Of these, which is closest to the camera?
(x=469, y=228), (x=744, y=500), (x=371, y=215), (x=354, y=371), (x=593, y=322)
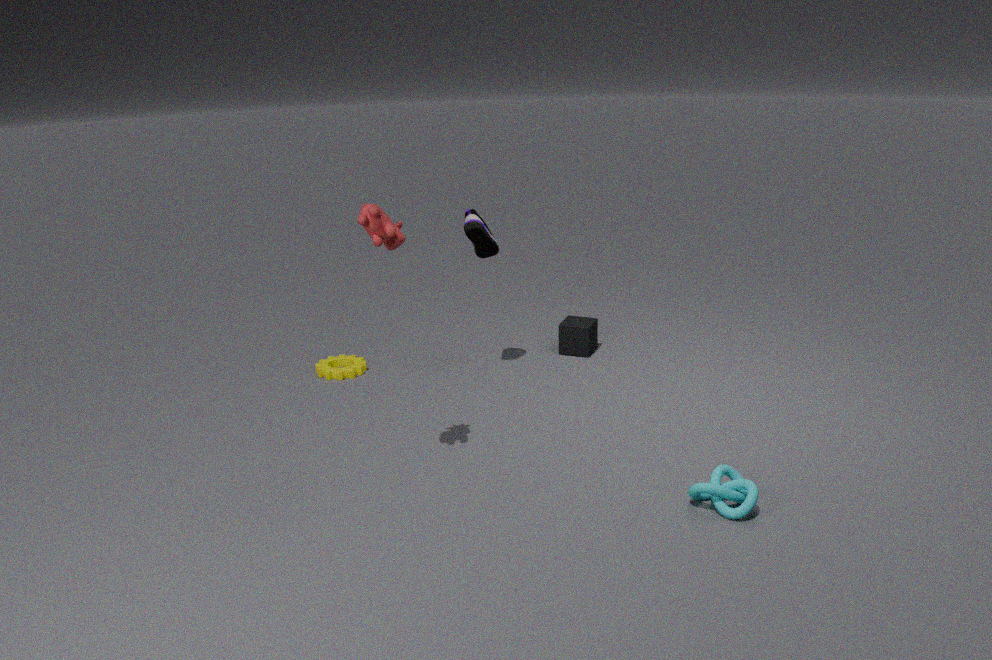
(x=371, y=215)
